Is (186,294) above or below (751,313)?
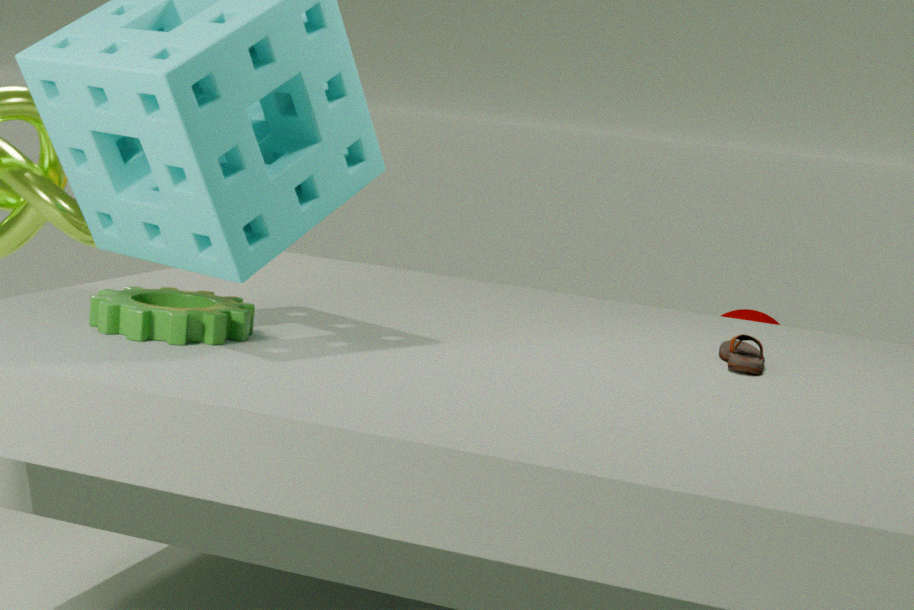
above
